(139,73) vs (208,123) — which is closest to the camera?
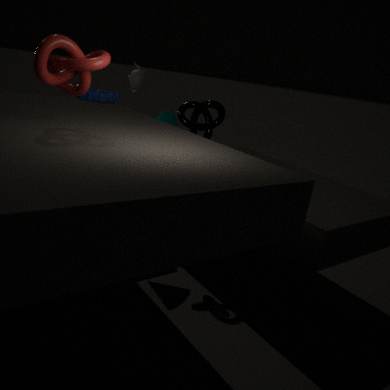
(208,123)
